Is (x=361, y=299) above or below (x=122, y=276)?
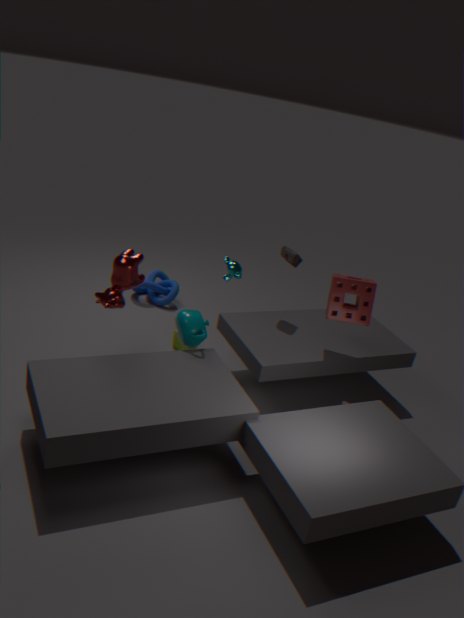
above
